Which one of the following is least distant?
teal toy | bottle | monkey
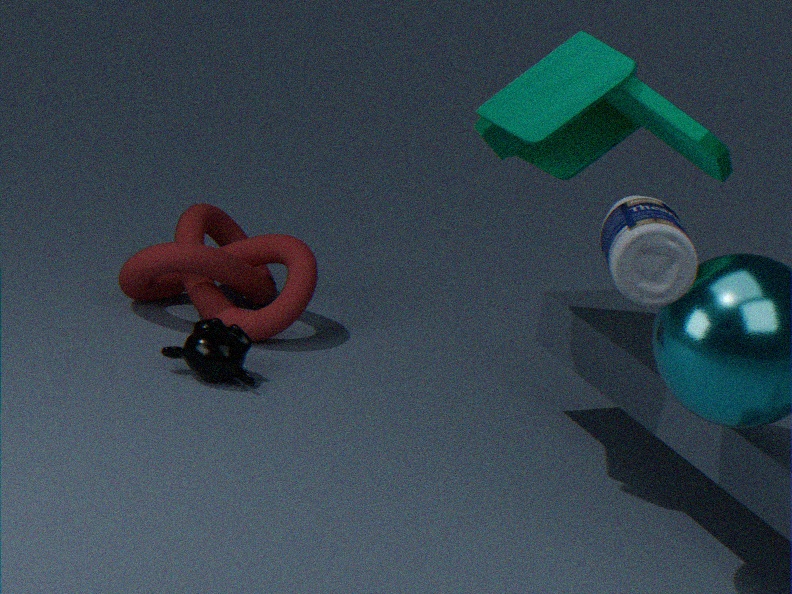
bottle
